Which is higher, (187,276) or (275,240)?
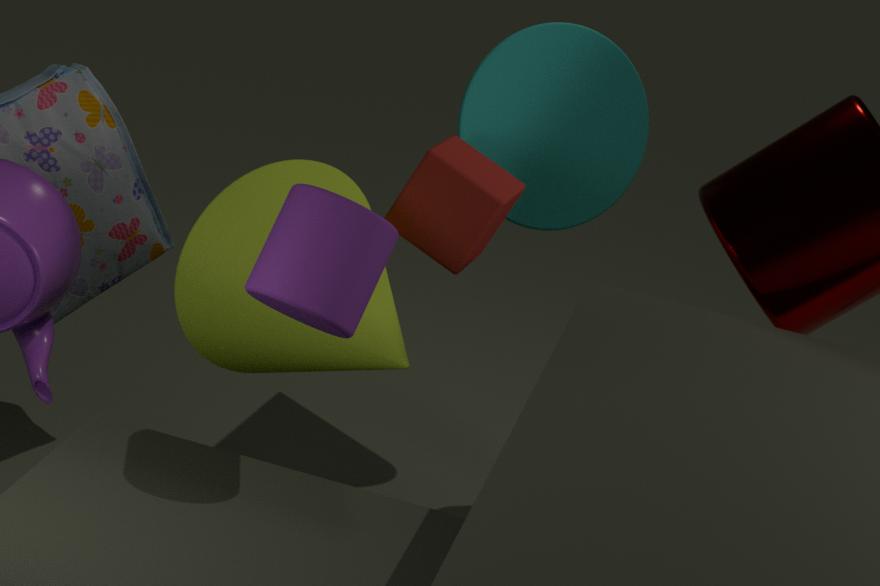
(275,240)
